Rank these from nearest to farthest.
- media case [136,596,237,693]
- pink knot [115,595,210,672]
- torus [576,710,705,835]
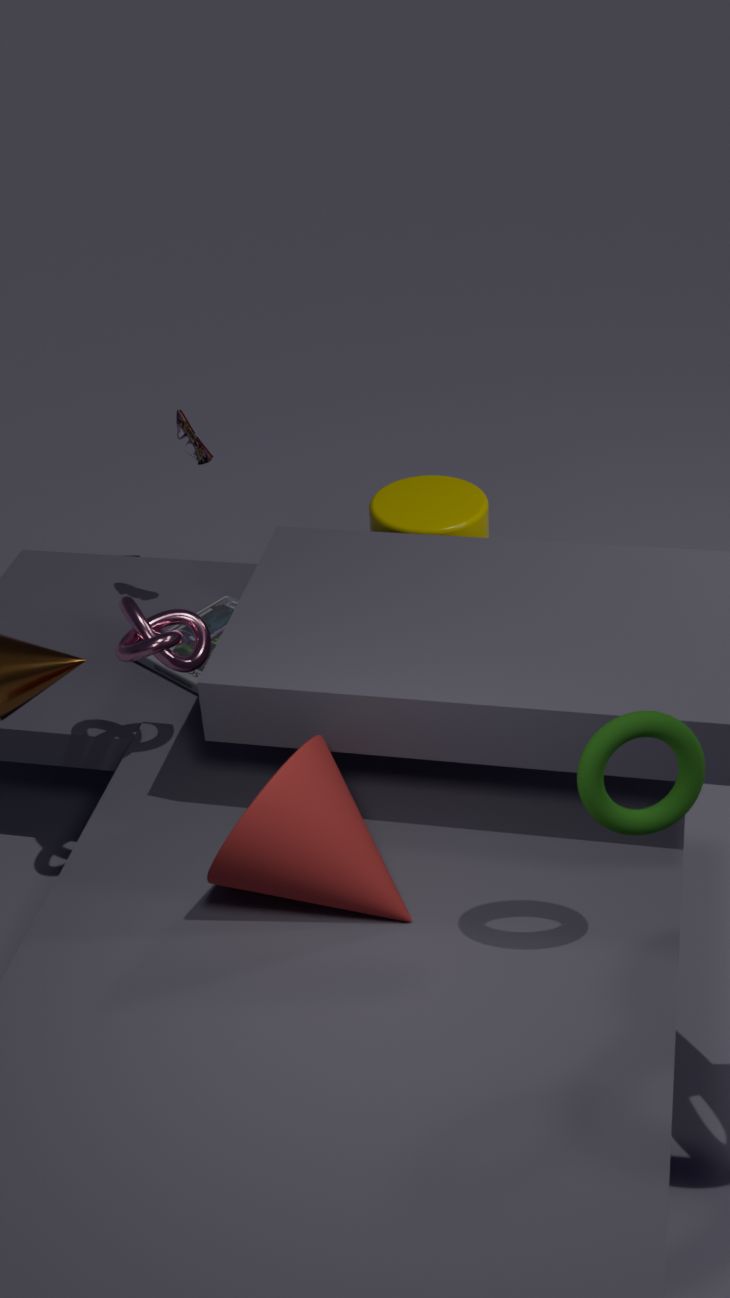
torus [576,710,705,835], pink knot [115,595,210,672], media case [136,596,237,693]
